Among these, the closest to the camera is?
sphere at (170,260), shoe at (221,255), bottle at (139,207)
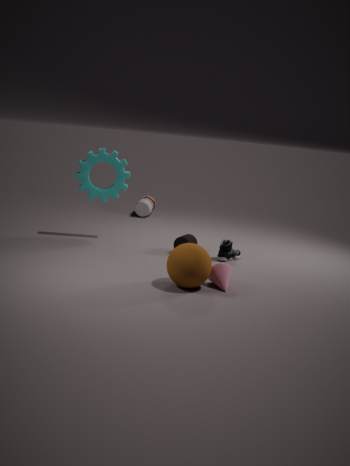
sphere at (170,260)
